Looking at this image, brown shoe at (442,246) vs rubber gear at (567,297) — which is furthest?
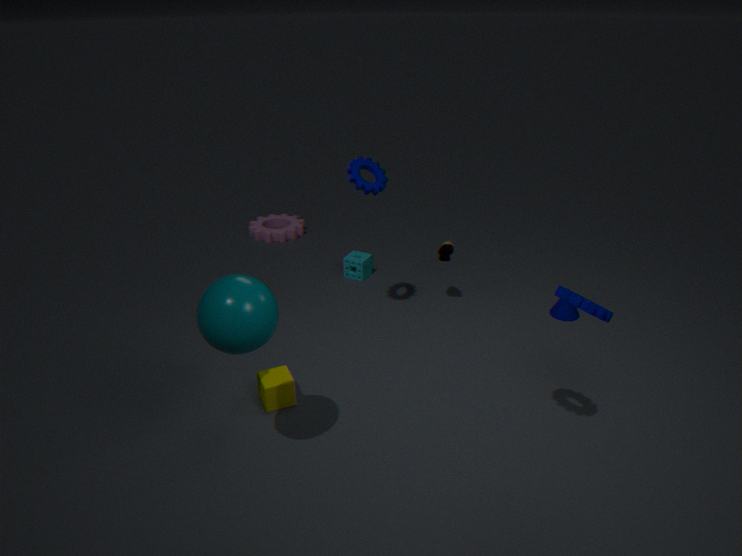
brown shoe at (442,246)
